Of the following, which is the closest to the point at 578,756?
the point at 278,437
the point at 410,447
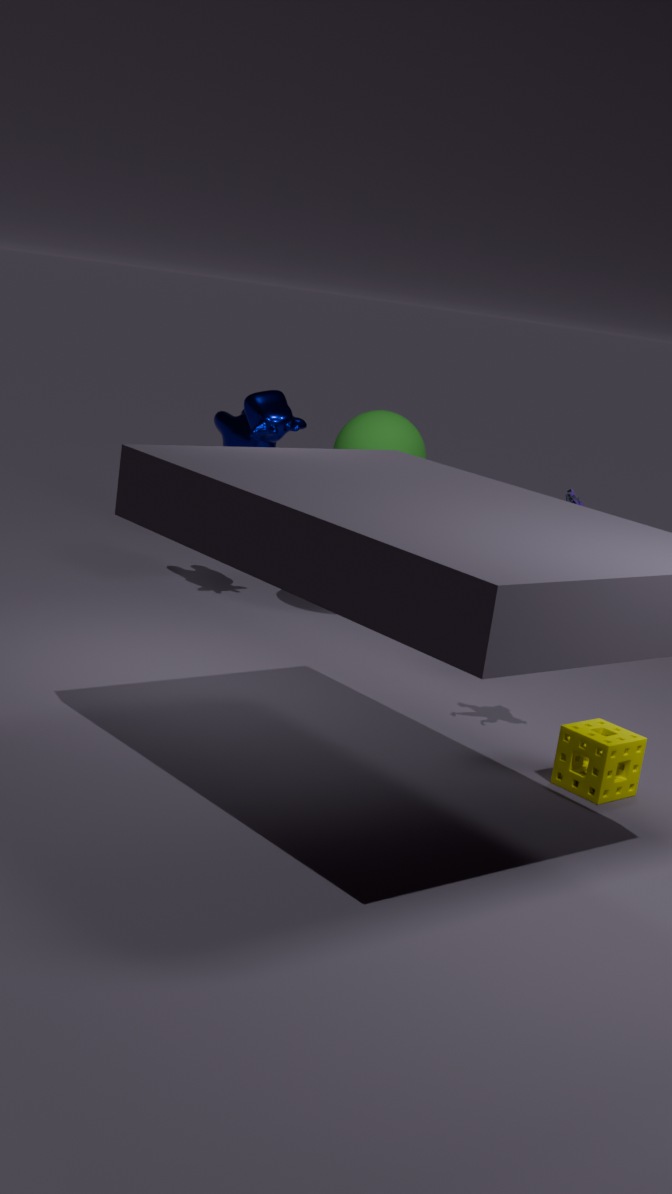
the point at 410,447
